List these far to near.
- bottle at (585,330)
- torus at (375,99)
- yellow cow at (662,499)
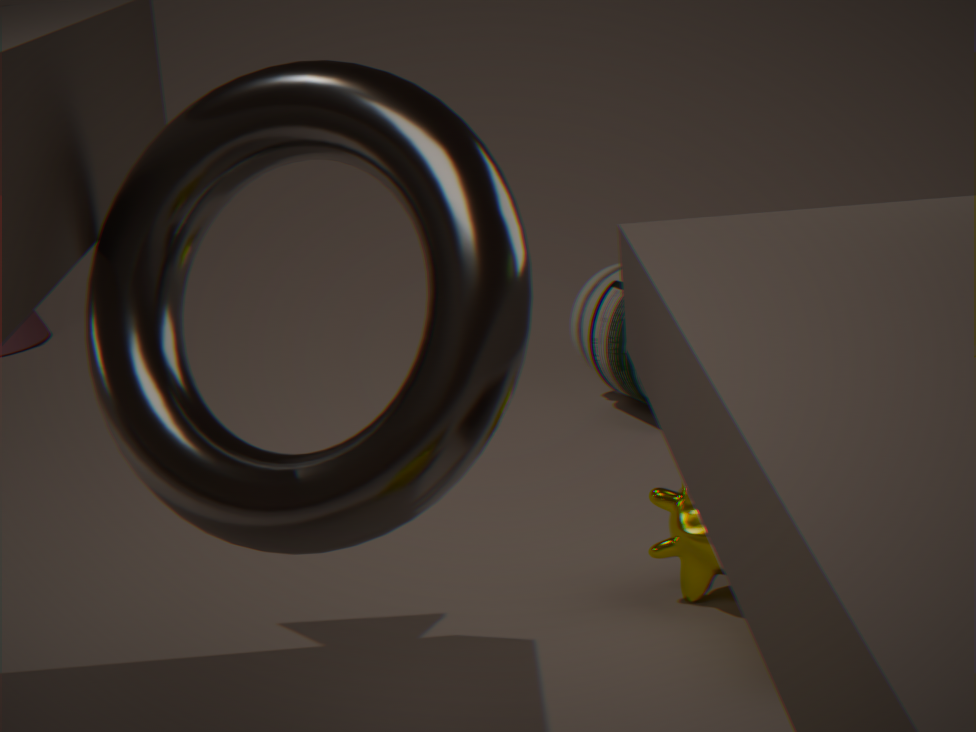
1. bottle at (585,330)
2. yellow cow at (662,499)
3. torus at (375,99)
